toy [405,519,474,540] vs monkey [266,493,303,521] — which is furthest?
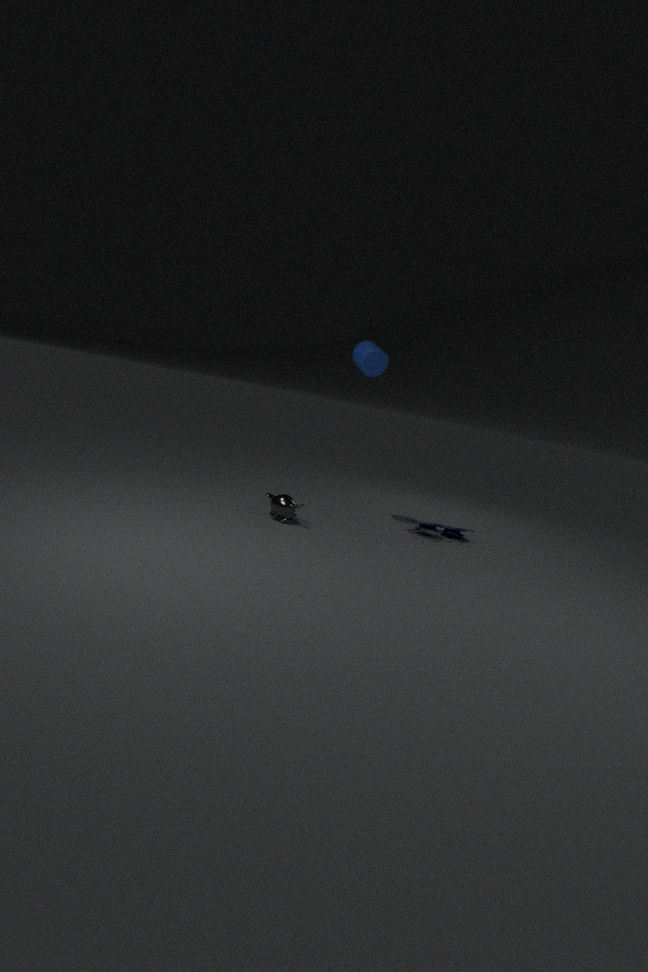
toy [405,519,474,540]
